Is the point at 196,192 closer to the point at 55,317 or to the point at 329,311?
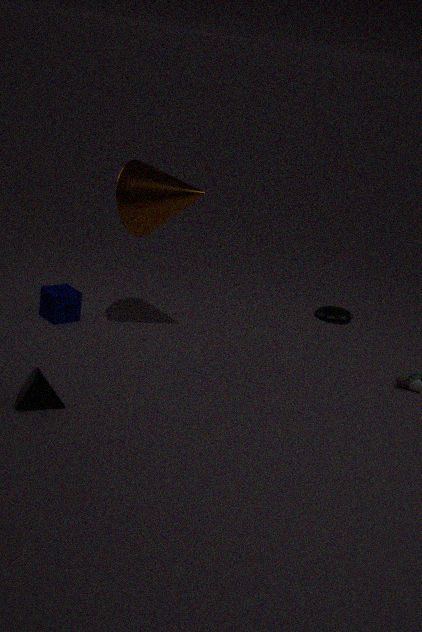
the point at 55,317
